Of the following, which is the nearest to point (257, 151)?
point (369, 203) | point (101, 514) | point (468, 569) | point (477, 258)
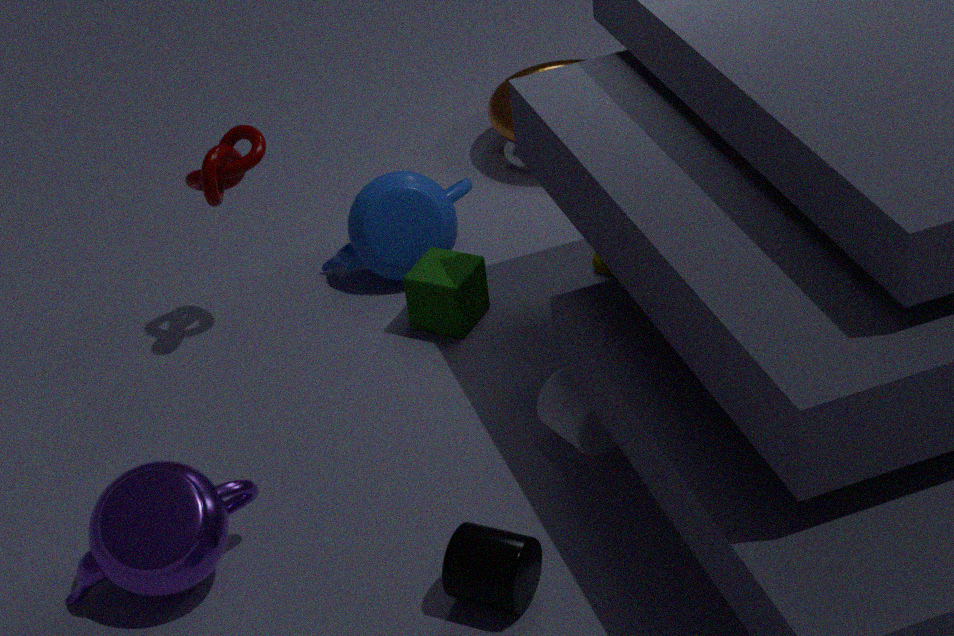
point (369, 203)
